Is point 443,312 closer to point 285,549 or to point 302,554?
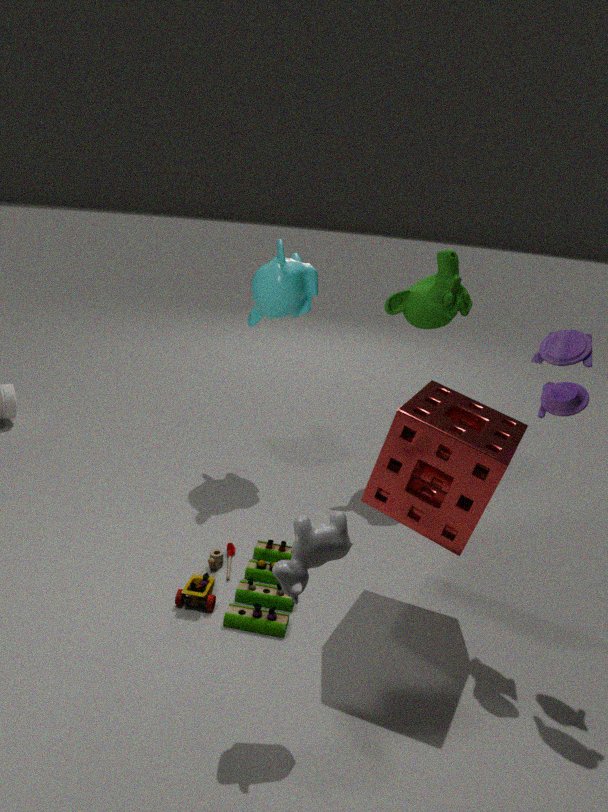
point 285,549
